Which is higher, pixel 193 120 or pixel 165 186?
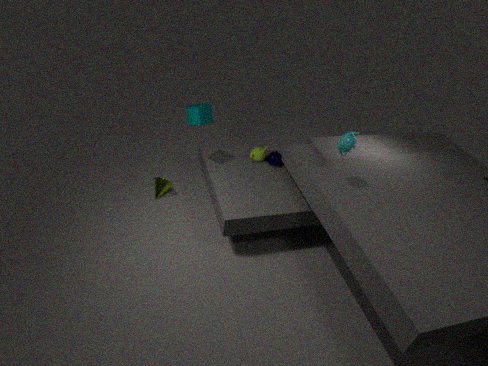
pixel 193 120
